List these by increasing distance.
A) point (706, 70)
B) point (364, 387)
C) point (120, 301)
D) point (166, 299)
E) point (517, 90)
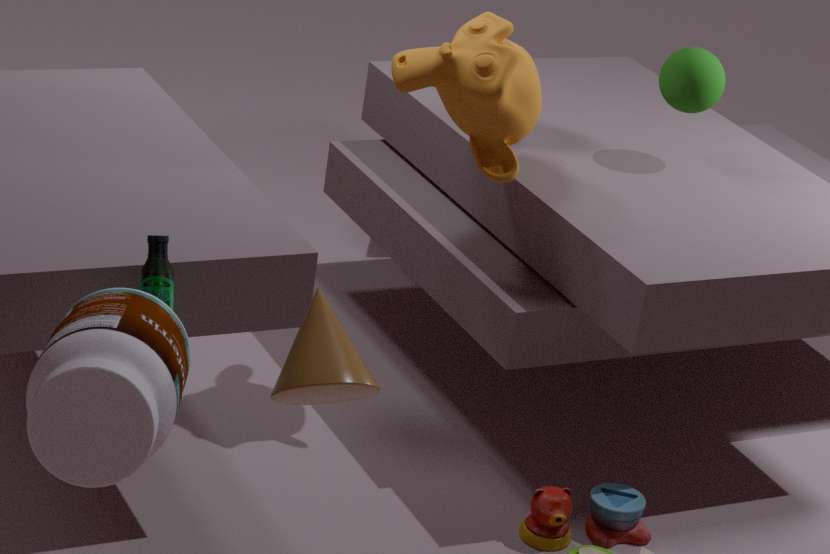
point (364, 387), point (120, 301), point (166, 299), point (517, 90), point (706, 70)
